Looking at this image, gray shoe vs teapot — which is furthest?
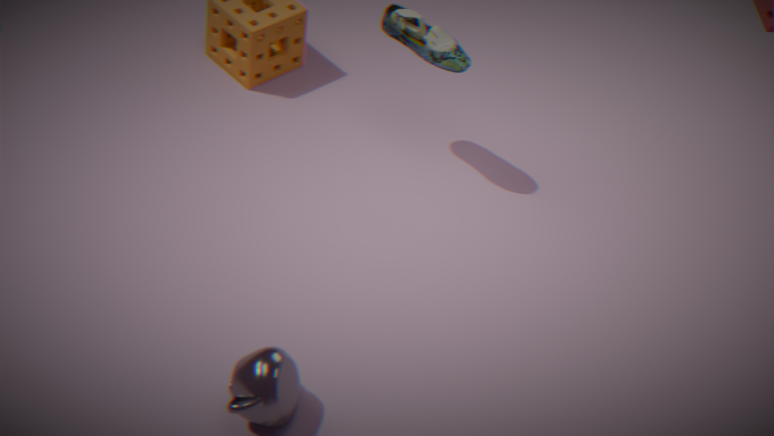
gray shoe
